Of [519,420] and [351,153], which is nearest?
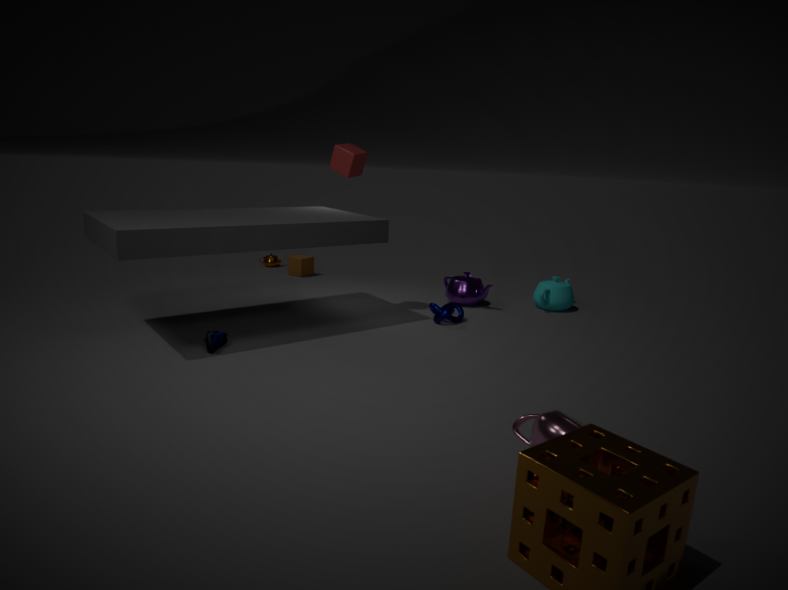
[519,420]
